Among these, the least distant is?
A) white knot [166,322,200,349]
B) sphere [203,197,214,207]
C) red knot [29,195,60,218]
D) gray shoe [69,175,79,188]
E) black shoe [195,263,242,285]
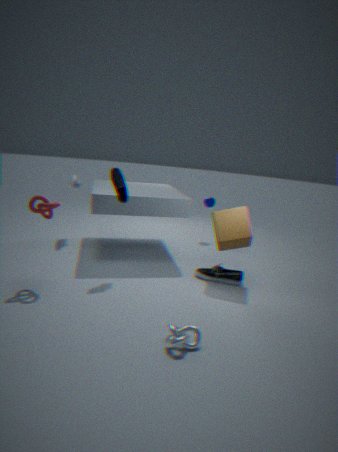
white knot [166,322,200,349]
